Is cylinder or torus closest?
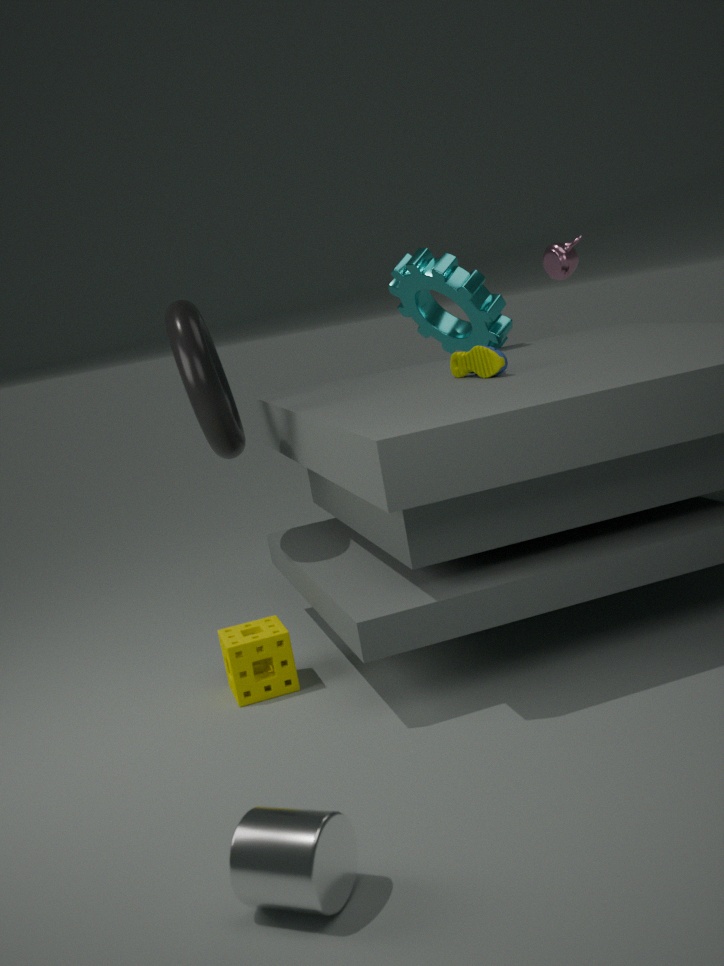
cylinder
